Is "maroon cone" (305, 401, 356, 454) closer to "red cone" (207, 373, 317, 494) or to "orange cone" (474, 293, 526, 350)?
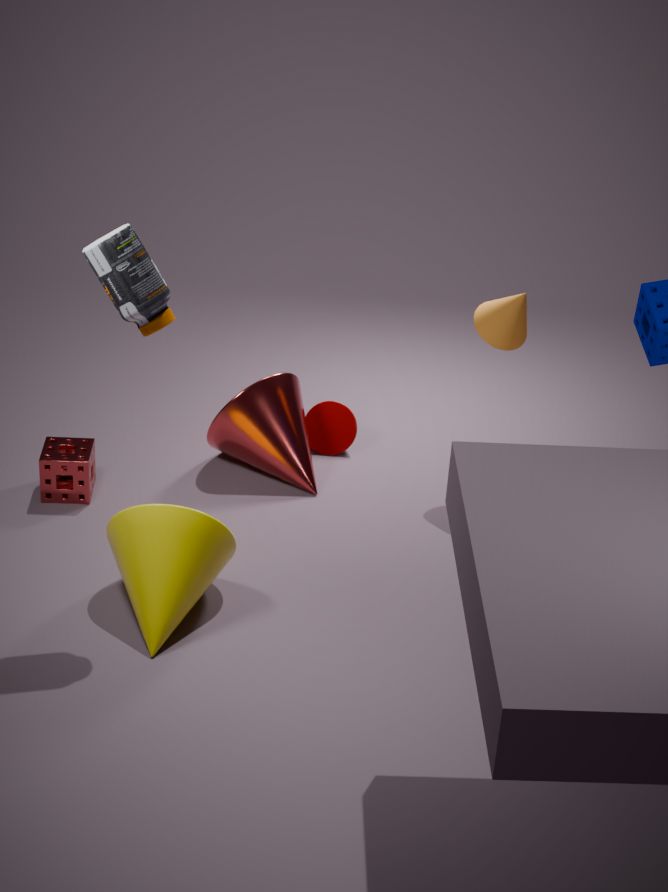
"red cone" (207, 373, 317, 494)
